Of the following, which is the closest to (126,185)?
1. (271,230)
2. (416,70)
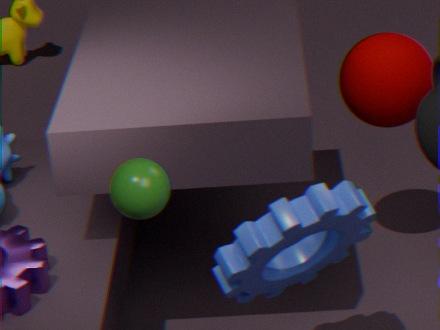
(271,230)
